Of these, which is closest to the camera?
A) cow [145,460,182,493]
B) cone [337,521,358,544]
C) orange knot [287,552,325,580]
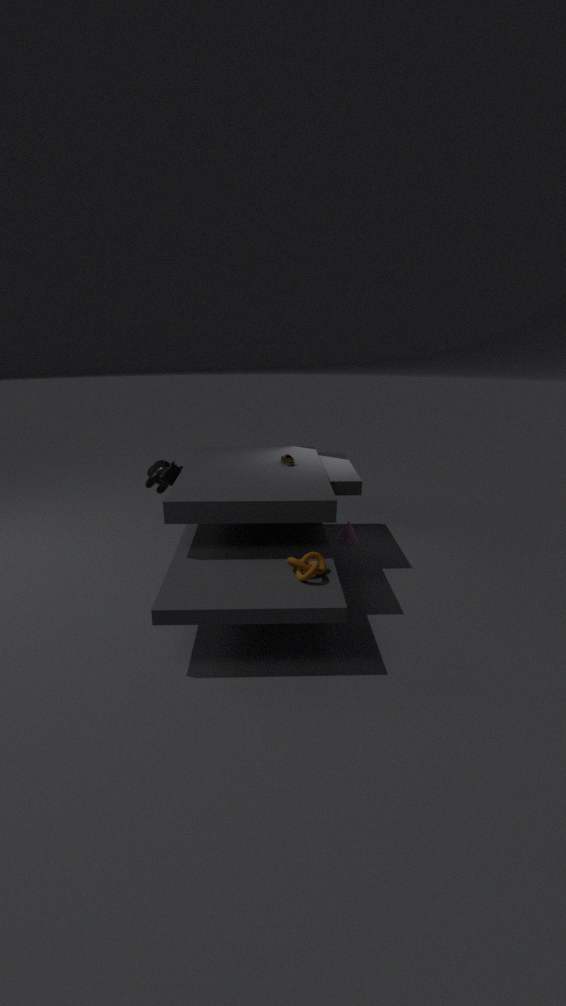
orange knot [287,552,325,580]
